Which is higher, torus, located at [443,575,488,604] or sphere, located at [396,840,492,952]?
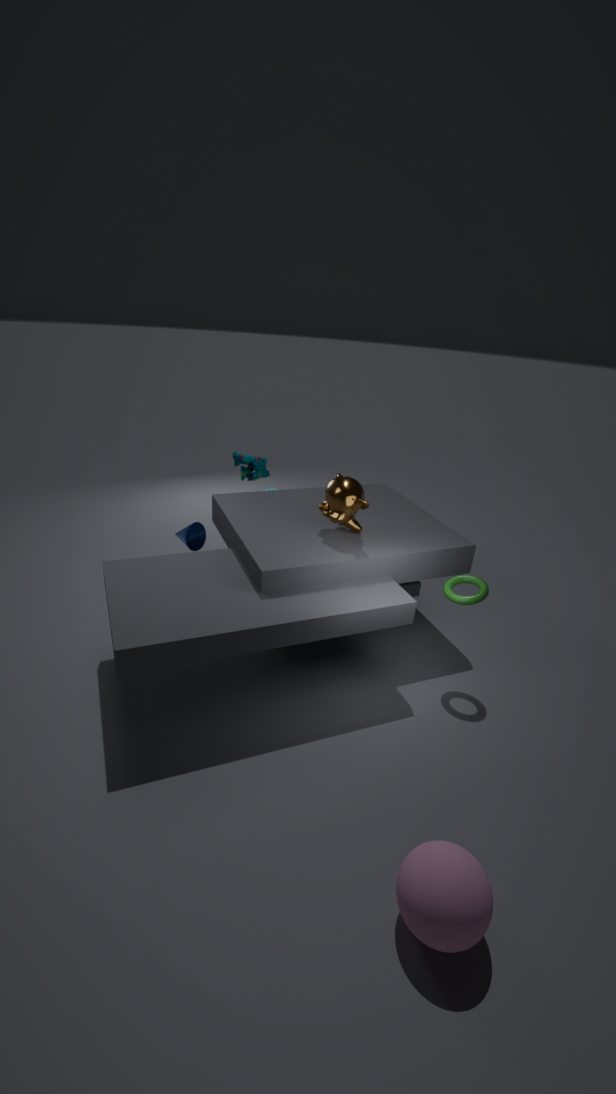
torus, located at [443,575,488,604]
